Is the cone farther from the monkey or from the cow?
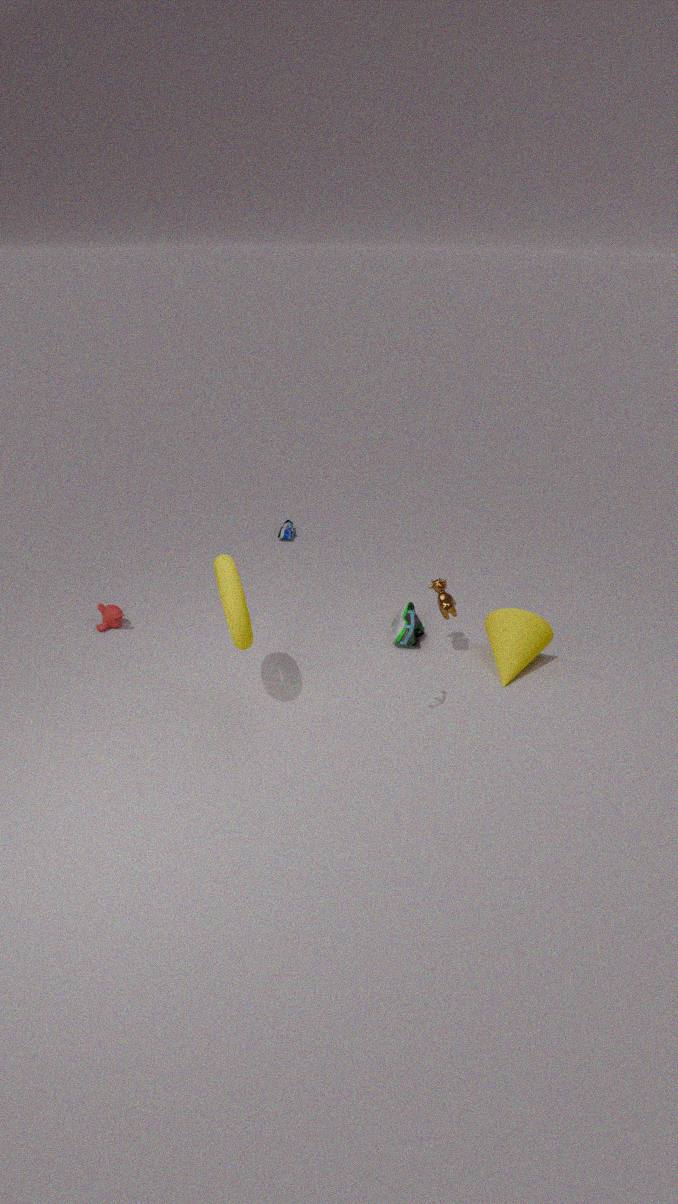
the monkey
